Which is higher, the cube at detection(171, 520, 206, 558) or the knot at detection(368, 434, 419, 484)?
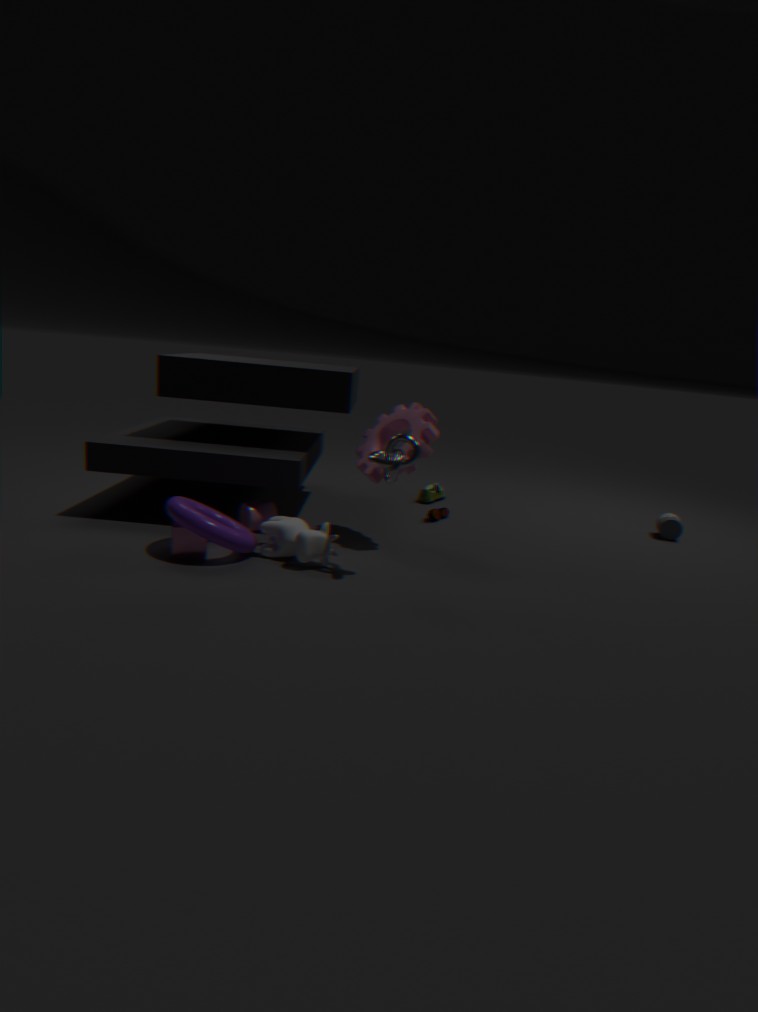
the knot at detection(368, 434, 419, 484)
